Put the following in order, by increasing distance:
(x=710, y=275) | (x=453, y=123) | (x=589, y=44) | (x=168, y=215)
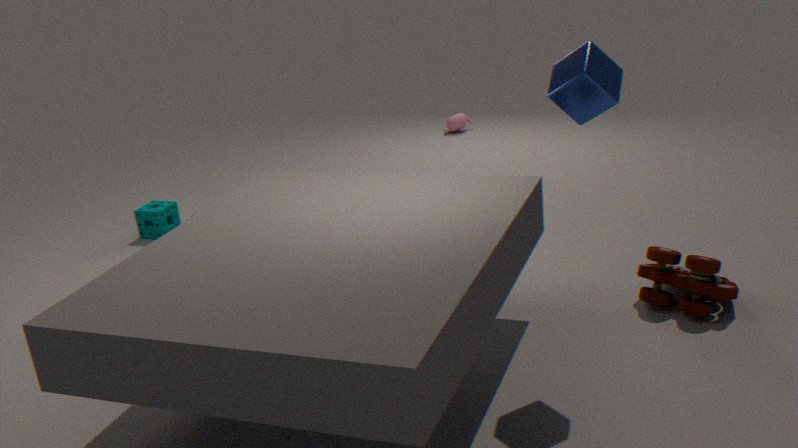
(x=589, y=44) → (x=710, y=275) → (x=168, y=215) → (x=453, y=123)
